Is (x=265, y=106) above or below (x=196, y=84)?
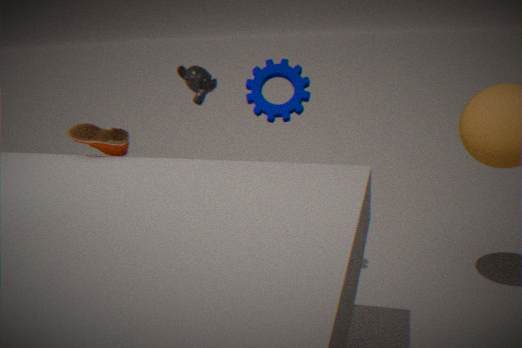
above
